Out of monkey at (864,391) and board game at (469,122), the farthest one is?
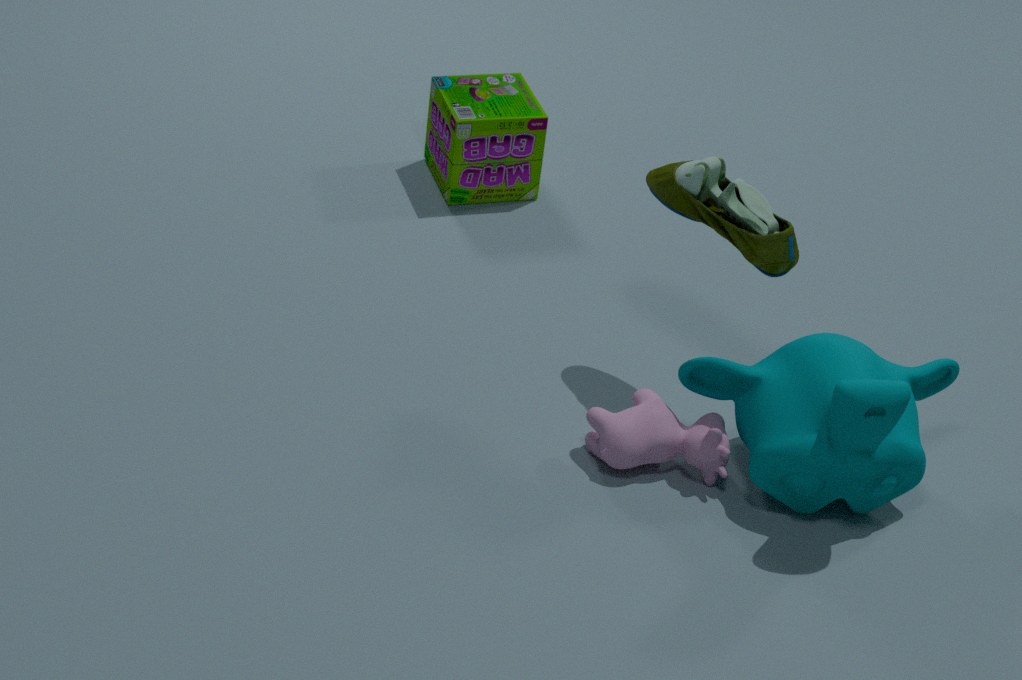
board game at (469,122)
